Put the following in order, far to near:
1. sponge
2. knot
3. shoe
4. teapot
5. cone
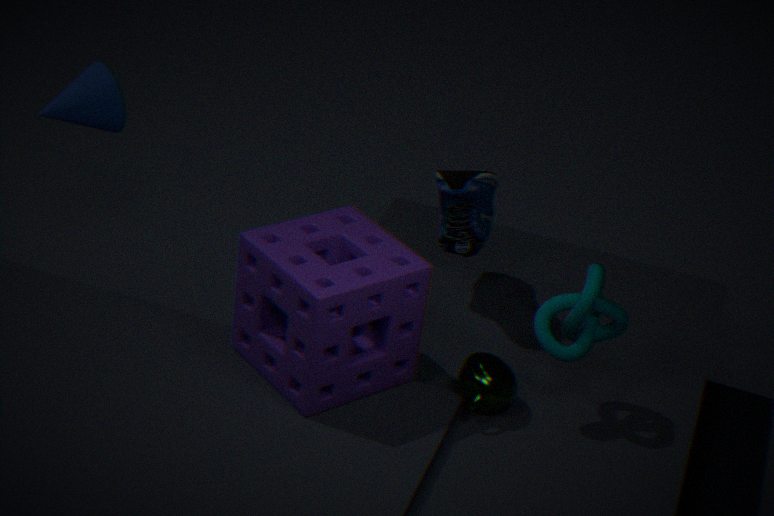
cone < shoe < teapot < knot < sponge
